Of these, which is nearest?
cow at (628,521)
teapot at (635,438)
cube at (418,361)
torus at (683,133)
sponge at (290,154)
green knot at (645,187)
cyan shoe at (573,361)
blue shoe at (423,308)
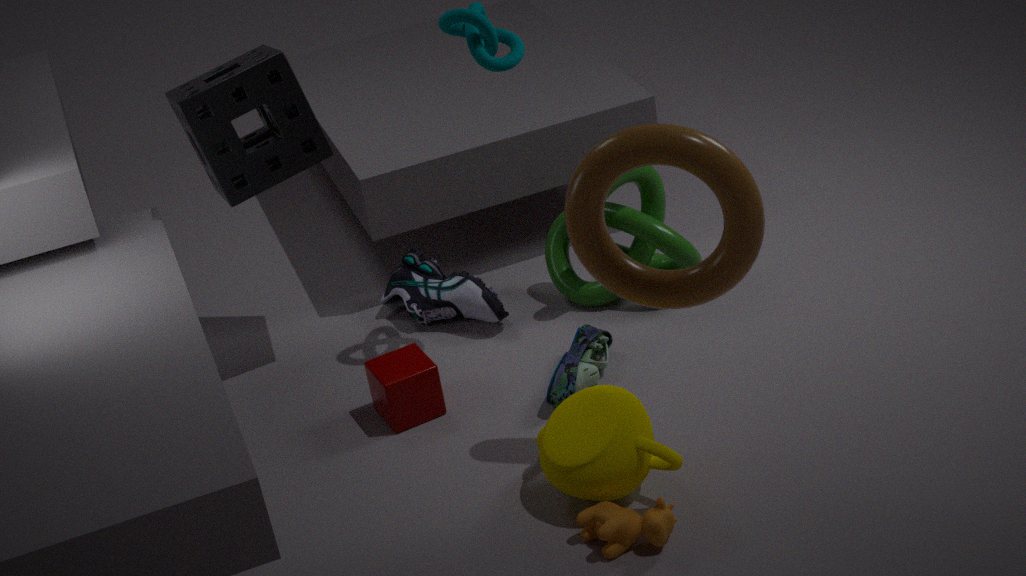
torus at (683,133)
